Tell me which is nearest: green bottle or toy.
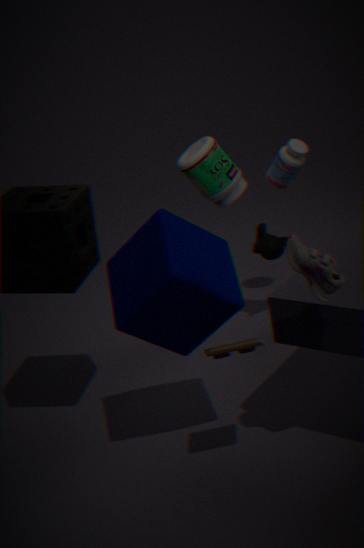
toy
